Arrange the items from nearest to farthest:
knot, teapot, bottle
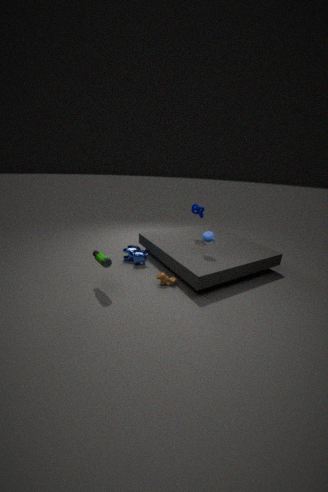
bottle, teapot, knot
